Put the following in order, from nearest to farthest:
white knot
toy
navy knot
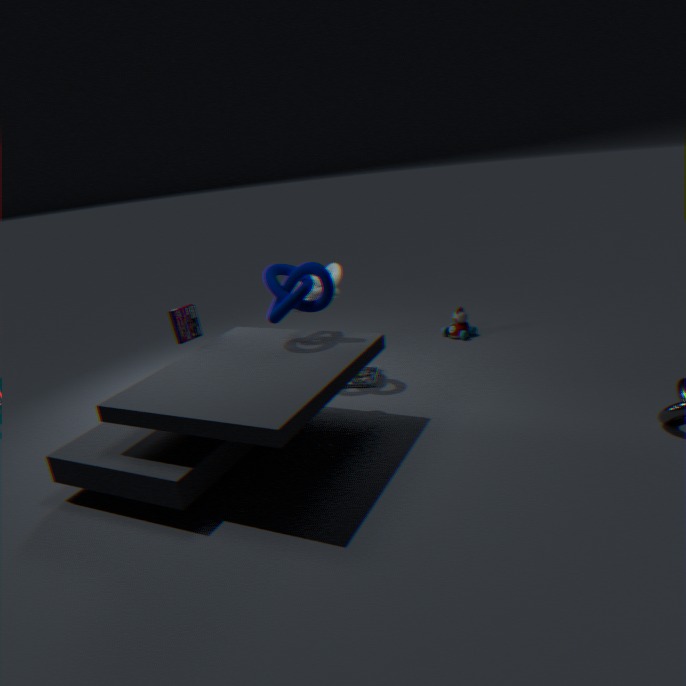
navy knot < white knot < toy
